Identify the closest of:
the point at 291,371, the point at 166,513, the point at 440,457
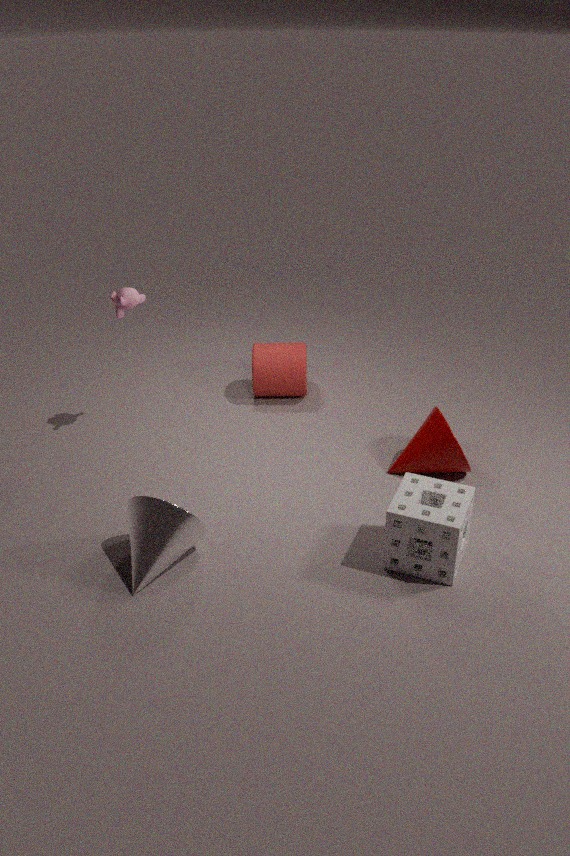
the point at 166,513
